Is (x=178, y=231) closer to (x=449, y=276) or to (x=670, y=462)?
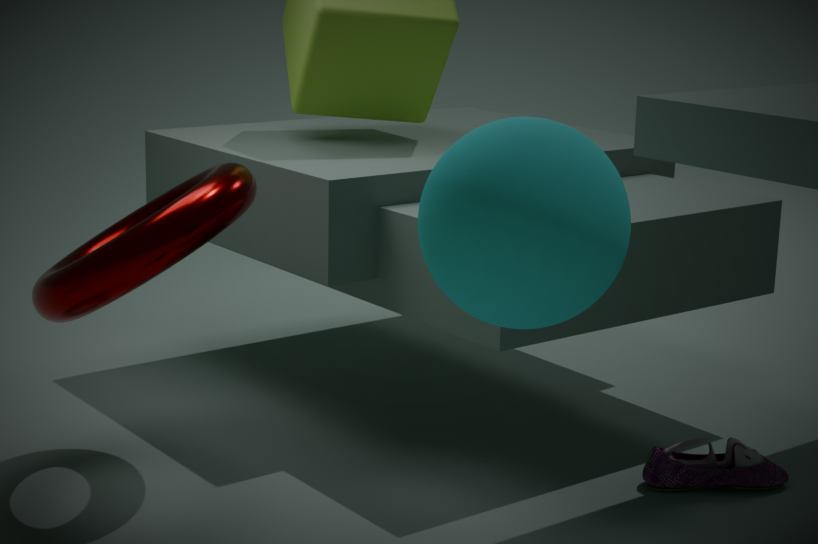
(x=449, y=276)
